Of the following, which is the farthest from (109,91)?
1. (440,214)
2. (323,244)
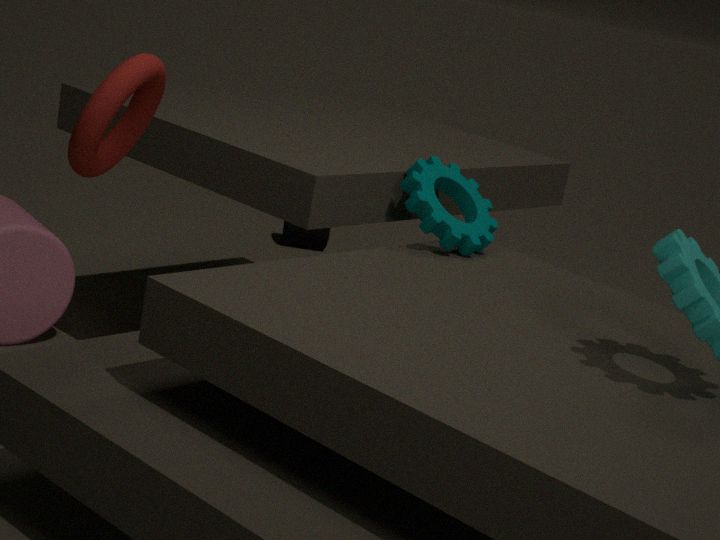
(323,244)
